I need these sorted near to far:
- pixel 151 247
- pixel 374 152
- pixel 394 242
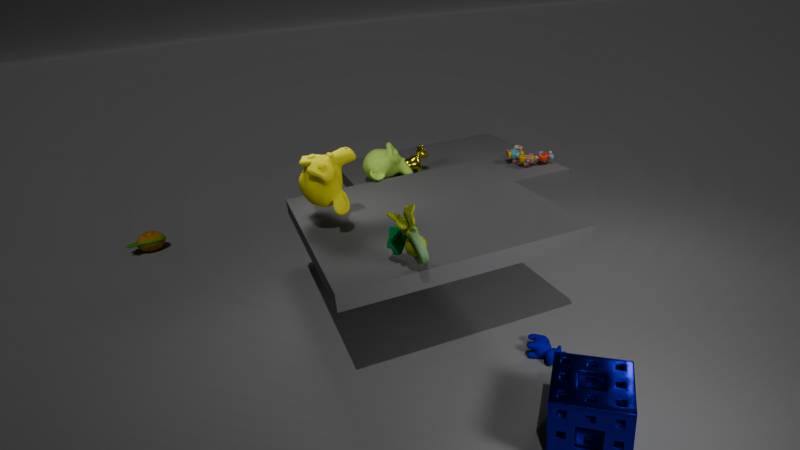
pixel 394 242 → pixel 374 152 → pixel 151 247
